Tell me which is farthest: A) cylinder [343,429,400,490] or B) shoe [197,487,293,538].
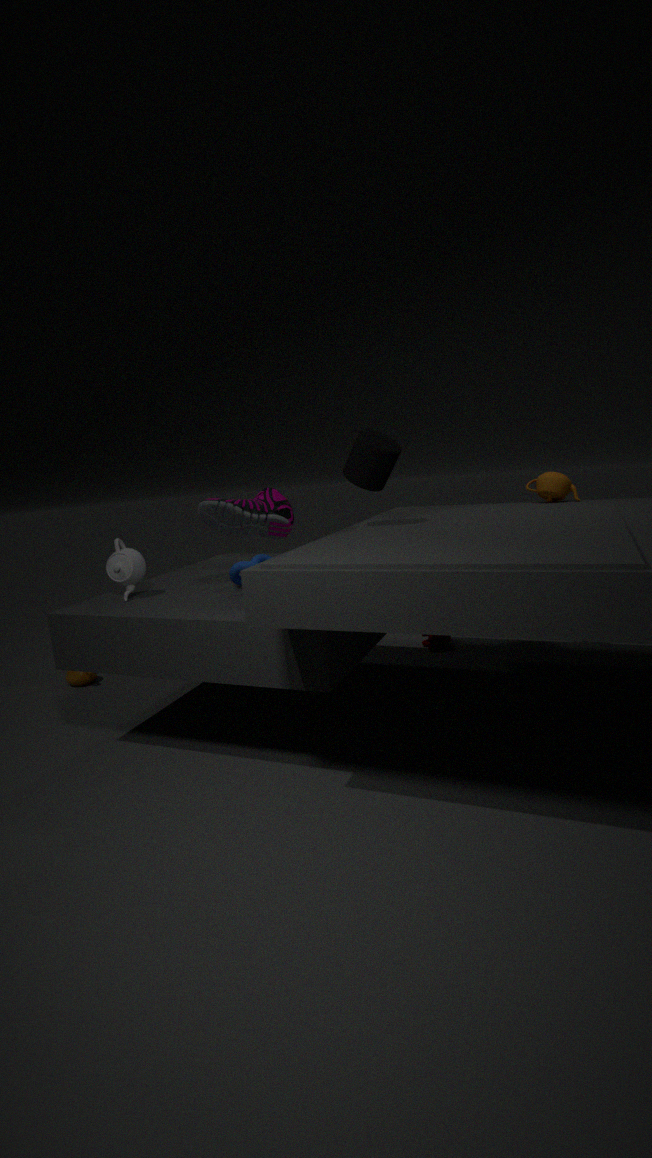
B. shoe [197,487,293,538]
